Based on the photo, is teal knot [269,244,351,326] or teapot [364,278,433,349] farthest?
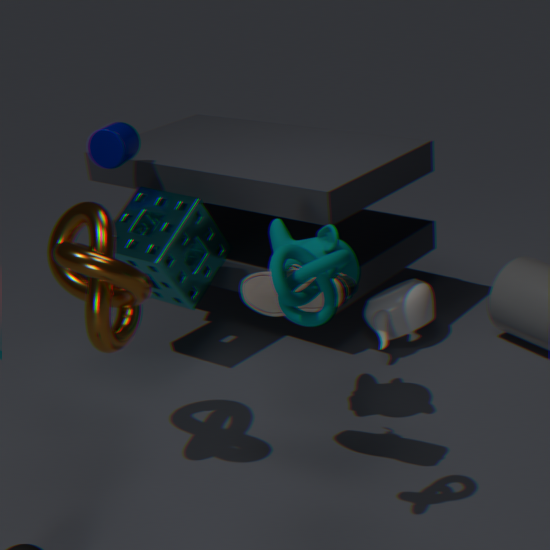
teapot [364,278,433,349]
